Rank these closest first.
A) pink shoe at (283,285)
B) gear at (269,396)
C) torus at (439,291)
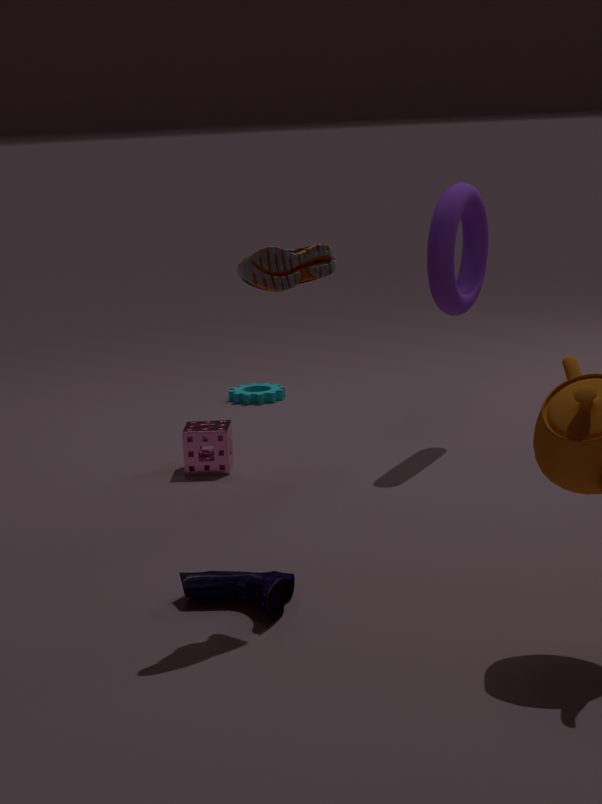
1. pink shoe at (283,285)
2. torus at (439,291)
3. gear at (269,396)
